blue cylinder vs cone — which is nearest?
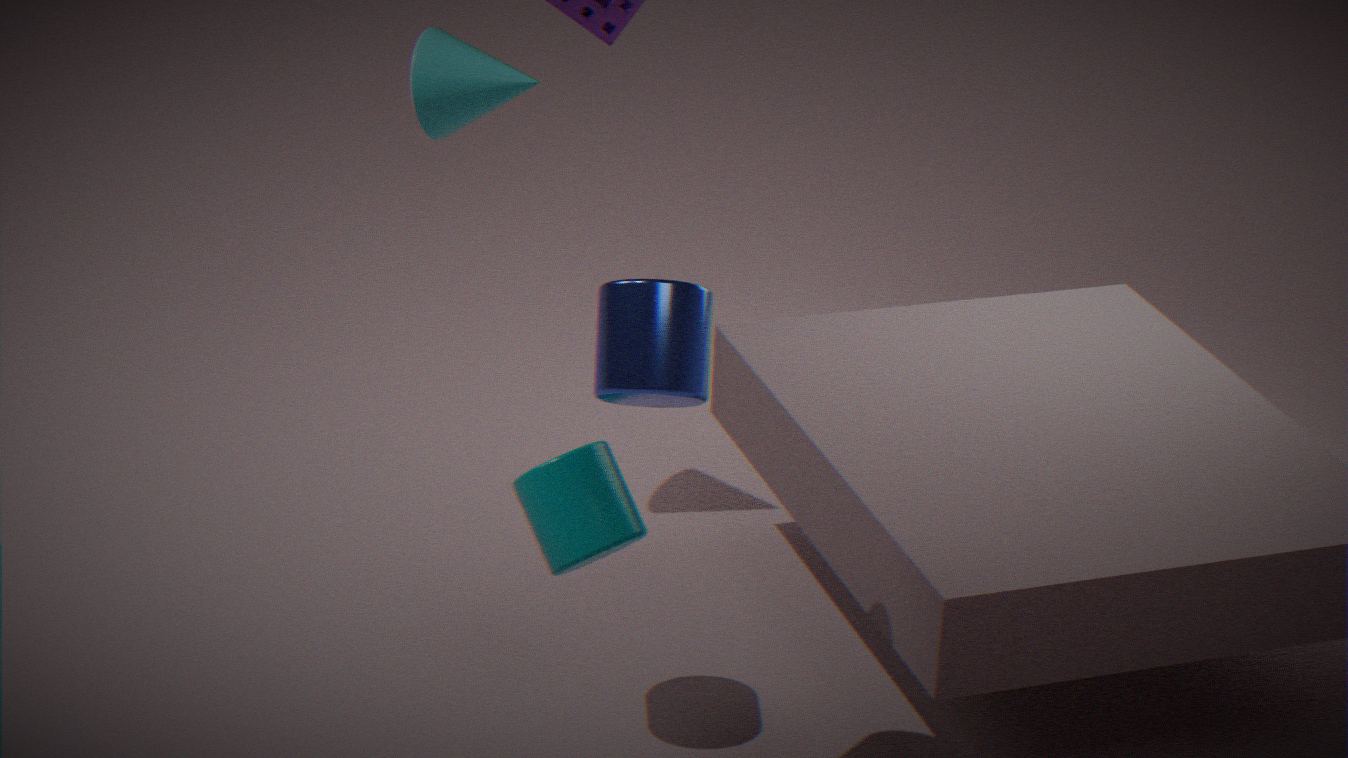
blue cylinder
